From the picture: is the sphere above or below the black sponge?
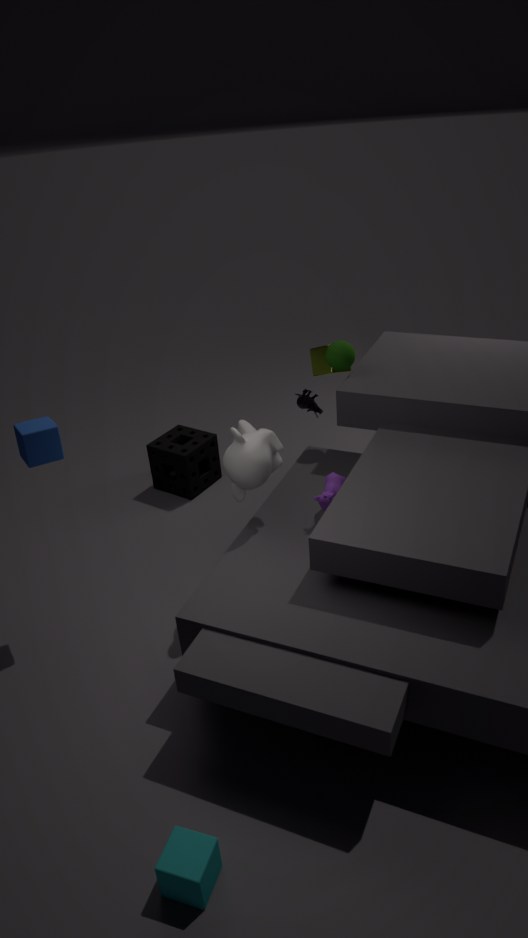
above
